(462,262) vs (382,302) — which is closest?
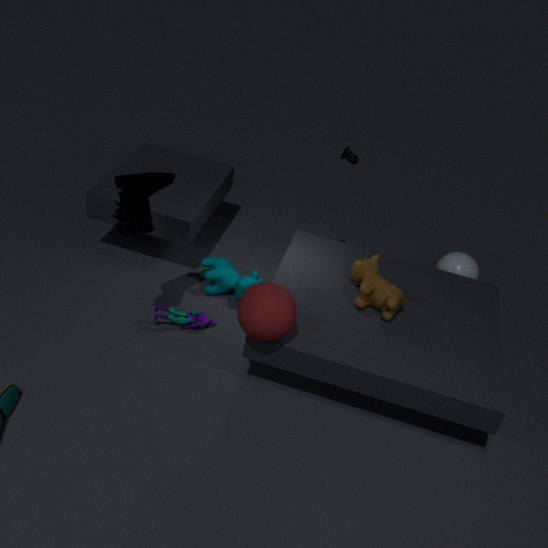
(382,302)
